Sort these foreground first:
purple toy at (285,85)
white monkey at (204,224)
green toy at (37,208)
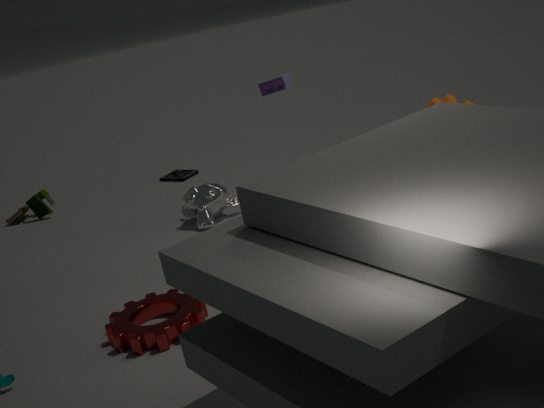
1. purple toy at (285,85)
2. white monkey at (204,224)
3. green toy at (37,208)
